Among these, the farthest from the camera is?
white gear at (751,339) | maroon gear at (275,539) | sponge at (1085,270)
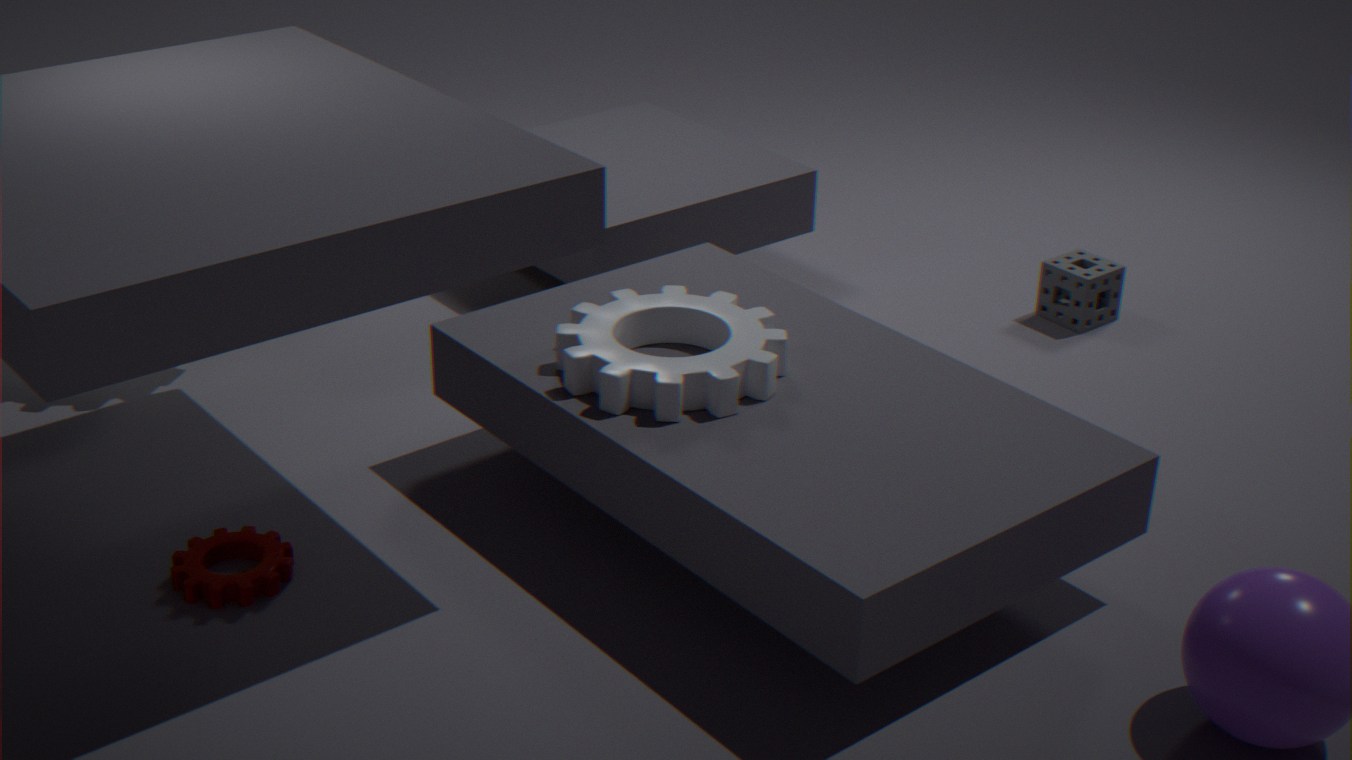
sponge at (1085,270)
